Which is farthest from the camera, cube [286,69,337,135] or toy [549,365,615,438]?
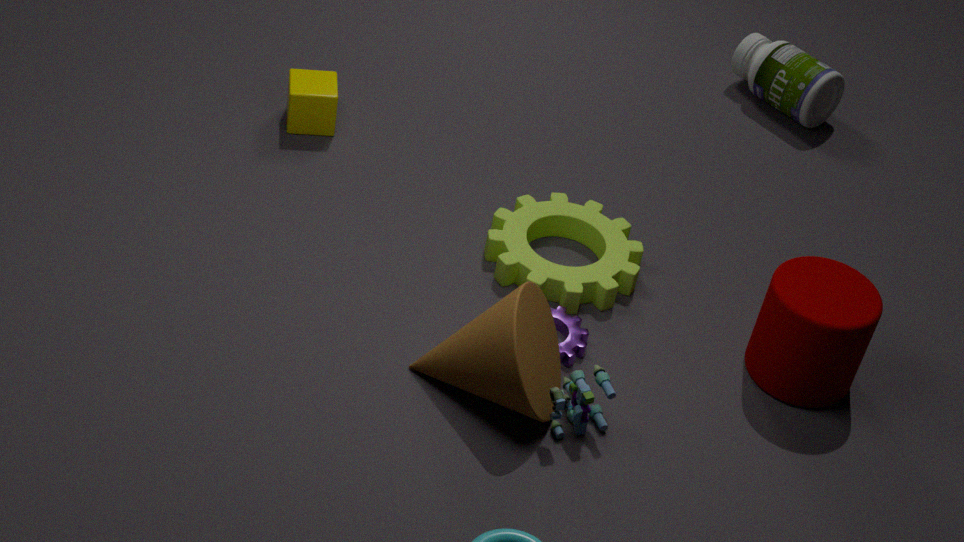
cube [286,69,337,135]
